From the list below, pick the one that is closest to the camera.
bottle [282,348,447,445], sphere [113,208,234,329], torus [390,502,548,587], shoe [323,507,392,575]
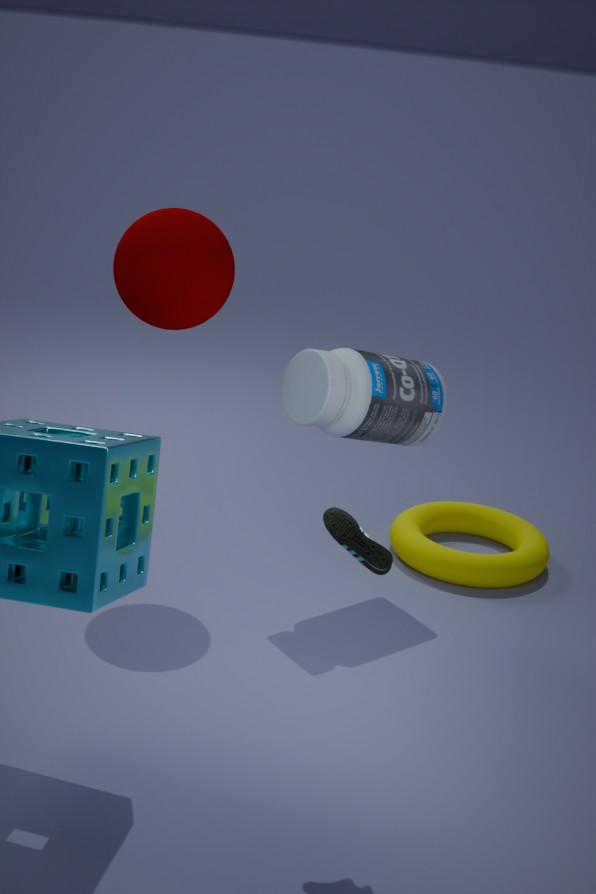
shoe [323,507,392,575]
